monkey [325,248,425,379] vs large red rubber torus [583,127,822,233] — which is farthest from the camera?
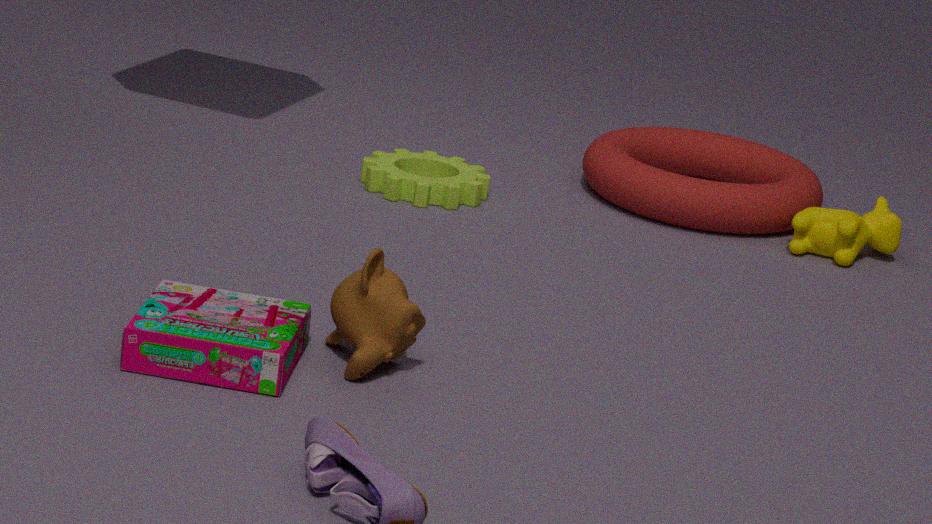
large red rubber torus [583,127,822,233]
